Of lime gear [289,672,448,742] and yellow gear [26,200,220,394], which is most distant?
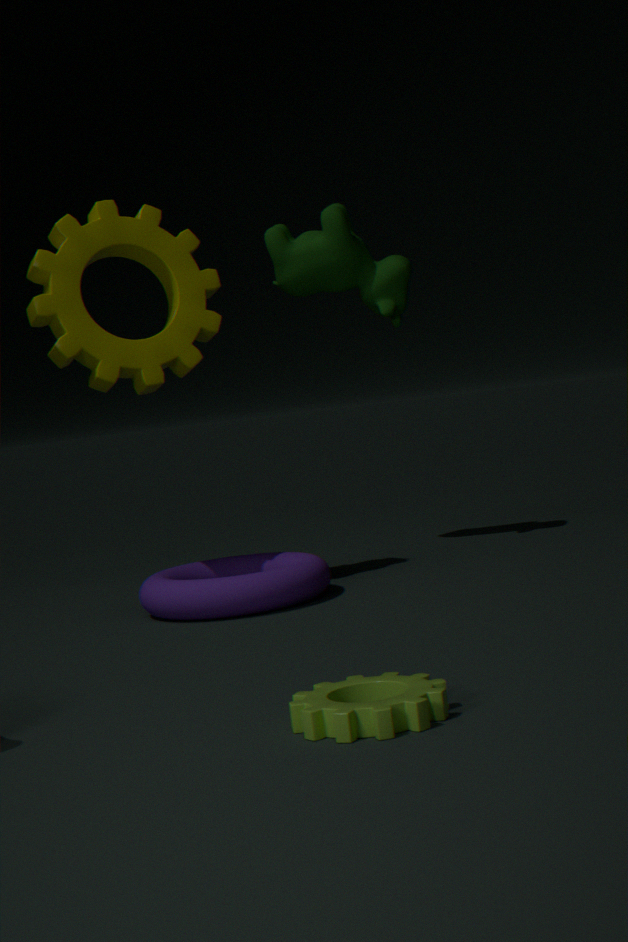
yellow gear [26,200,220,394]
